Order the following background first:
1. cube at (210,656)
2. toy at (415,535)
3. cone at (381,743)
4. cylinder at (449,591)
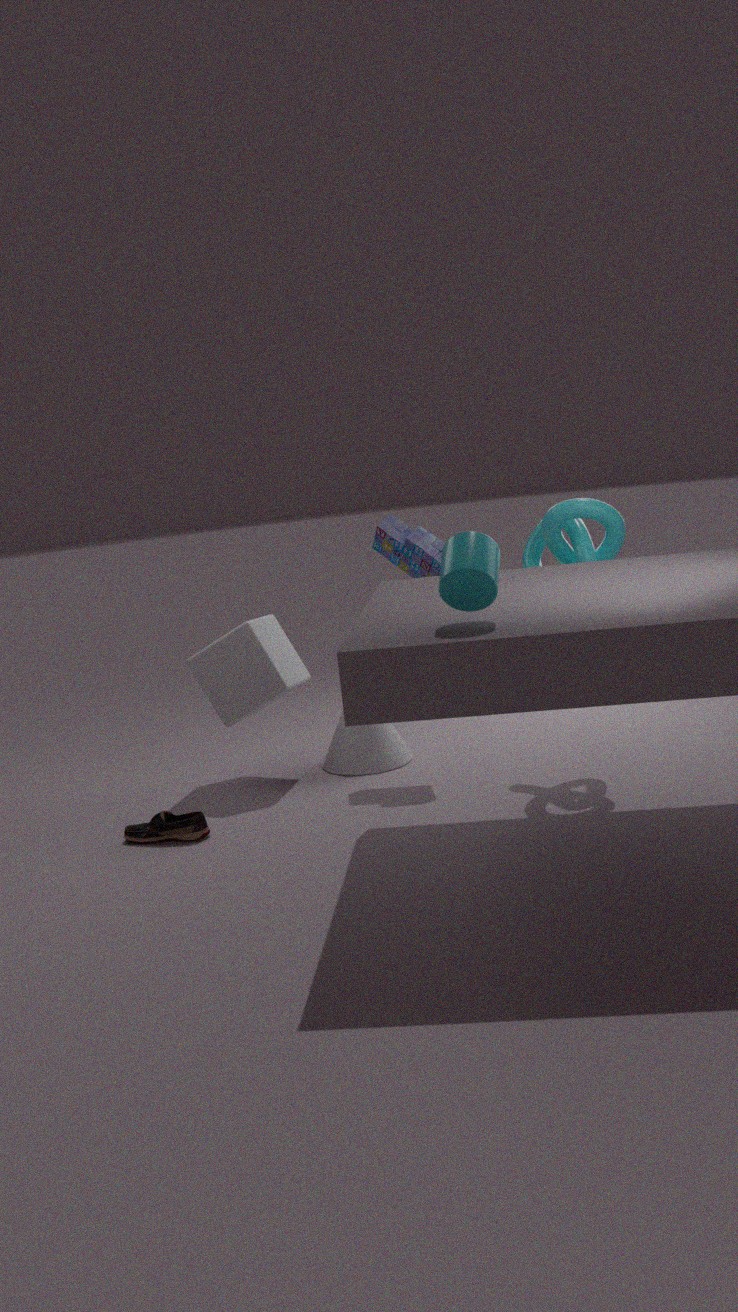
cone at (381,743), cube at (210,656), toy at (415,535), cylinder at (449,591)
